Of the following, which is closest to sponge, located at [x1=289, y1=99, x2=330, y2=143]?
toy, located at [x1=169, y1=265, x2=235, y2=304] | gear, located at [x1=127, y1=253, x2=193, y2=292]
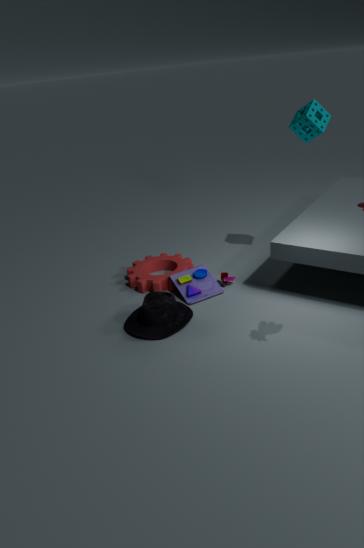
toy, located at [x1=169, y1=265, x2=235, y2=304]
